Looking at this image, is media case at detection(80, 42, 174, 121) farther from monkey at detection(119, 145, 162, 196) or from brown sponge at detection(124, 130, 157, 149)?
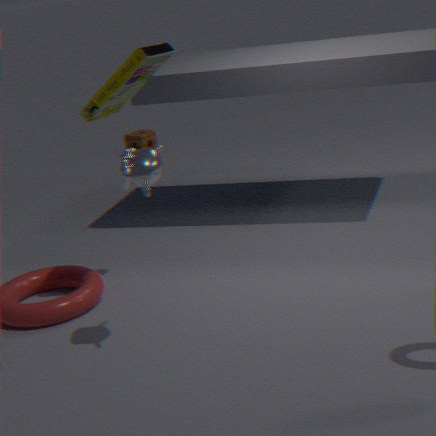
brown sponge at detection(124, 130, 157, 149)
